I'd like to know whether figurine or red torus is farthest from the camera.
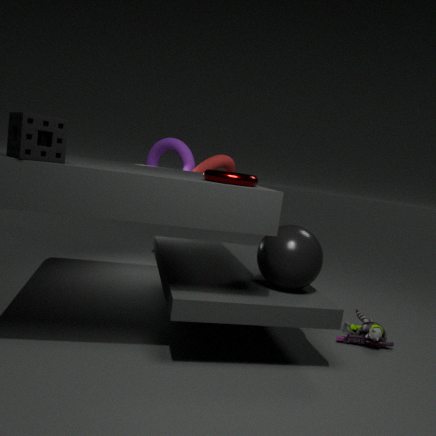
red torus
